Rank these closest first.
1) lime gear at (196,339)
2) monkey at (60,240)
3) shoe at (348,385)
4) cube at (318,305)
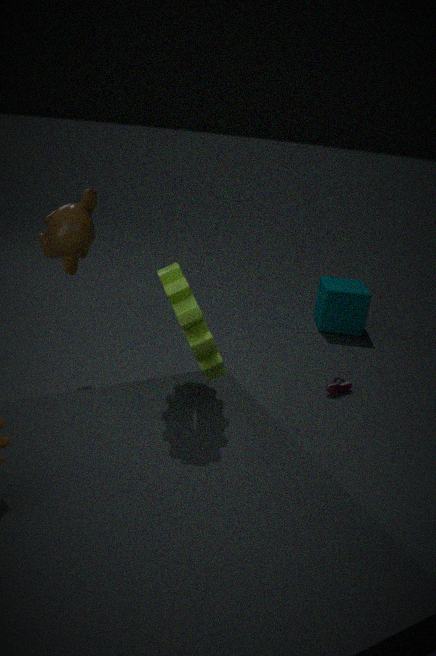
1. lime gear at (196,339), 2. monkey at (60,240), 3. shoe at (348,385), 4. cube at (318,305)
